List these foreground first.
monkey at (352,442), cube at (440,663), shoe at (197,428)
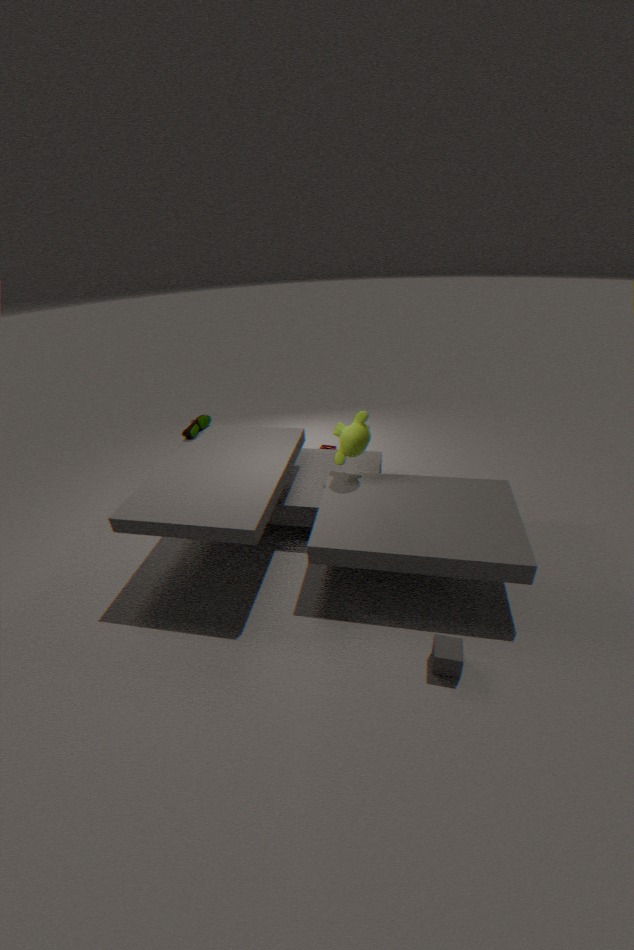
cube at (440,663), monkey at (352,442), shoe at (197,428)
